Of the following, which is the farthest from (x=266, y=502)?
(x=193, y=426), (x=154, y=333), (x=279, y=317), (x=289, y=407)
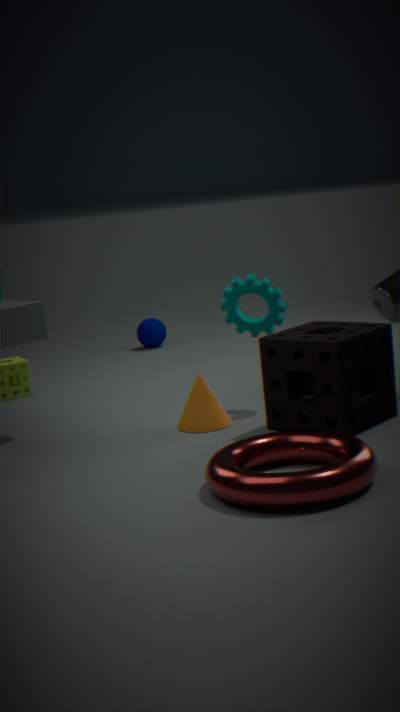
(x=154, y=333)
